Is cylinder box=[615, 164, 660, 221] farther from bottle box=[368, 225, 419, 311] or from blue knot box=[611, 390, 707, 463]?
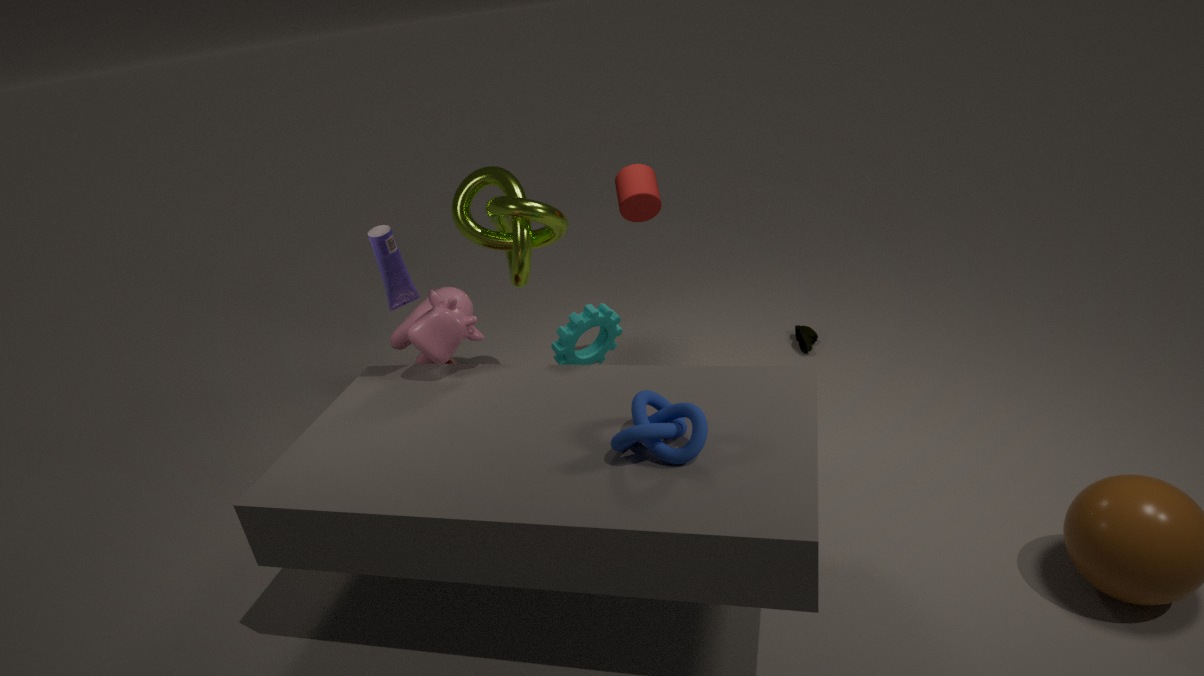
blue knot box=[611, 390, 707, 463]
